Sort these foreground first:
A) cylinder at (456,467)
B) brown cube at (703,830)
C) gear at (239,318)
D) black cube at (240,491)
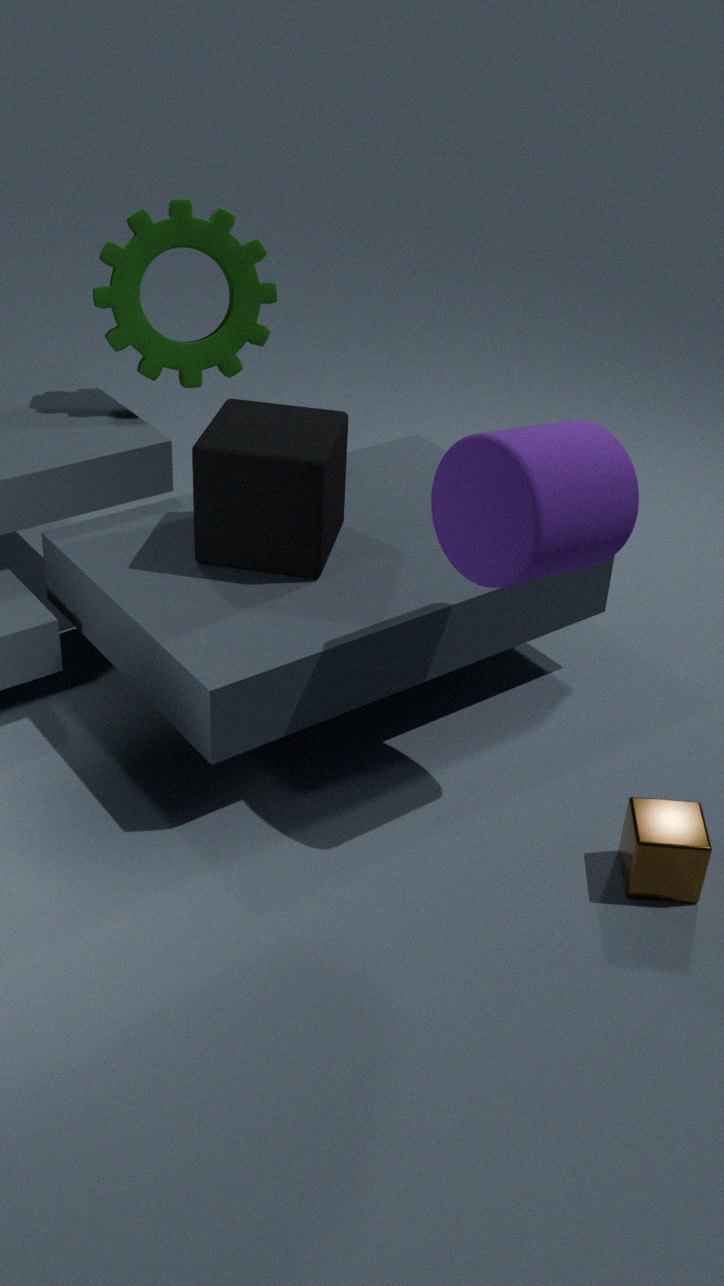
cylinder at (456,467), brown cube at (703,830), black cube at (240,491), gear at (239,318)
